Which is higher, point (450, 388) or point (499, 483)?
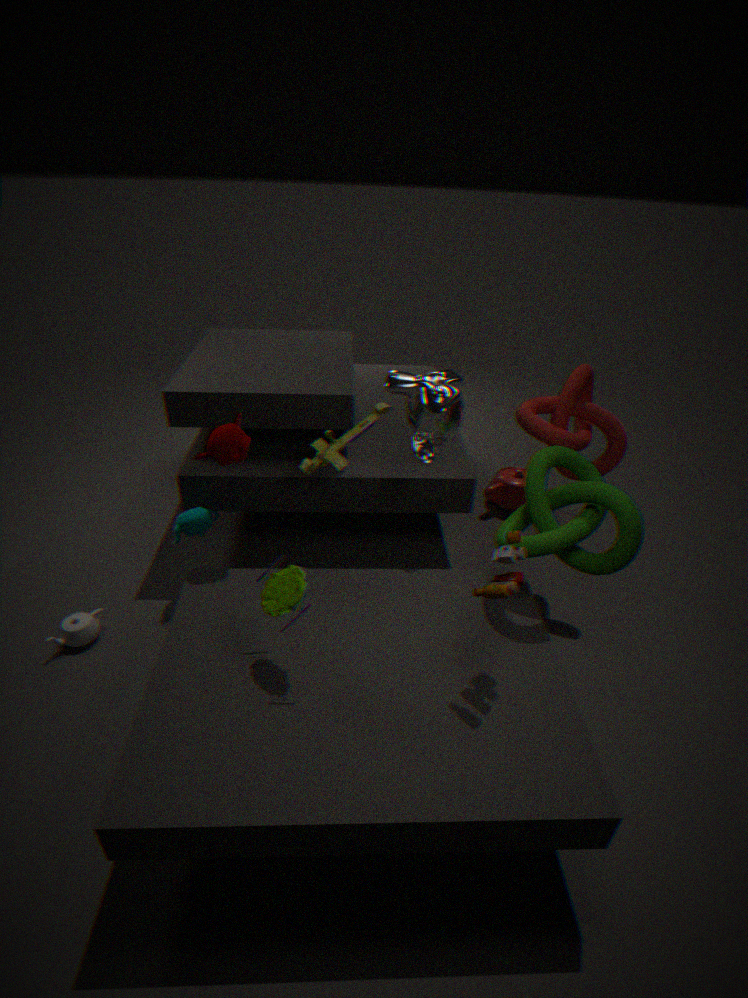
point (450, 388)
